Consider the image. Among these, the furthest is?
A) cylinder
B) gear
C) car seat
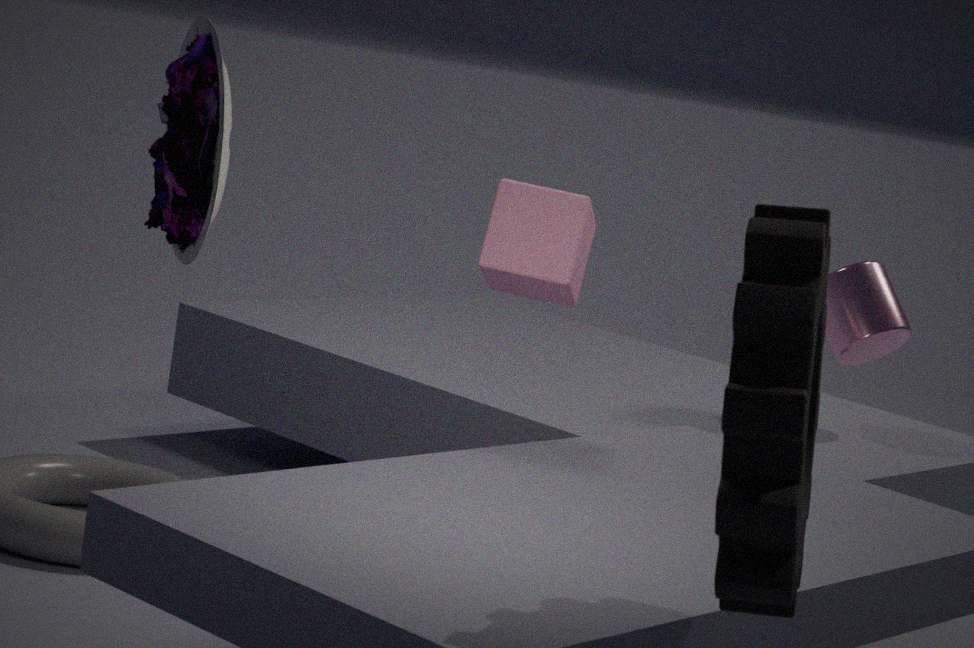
cylinder
